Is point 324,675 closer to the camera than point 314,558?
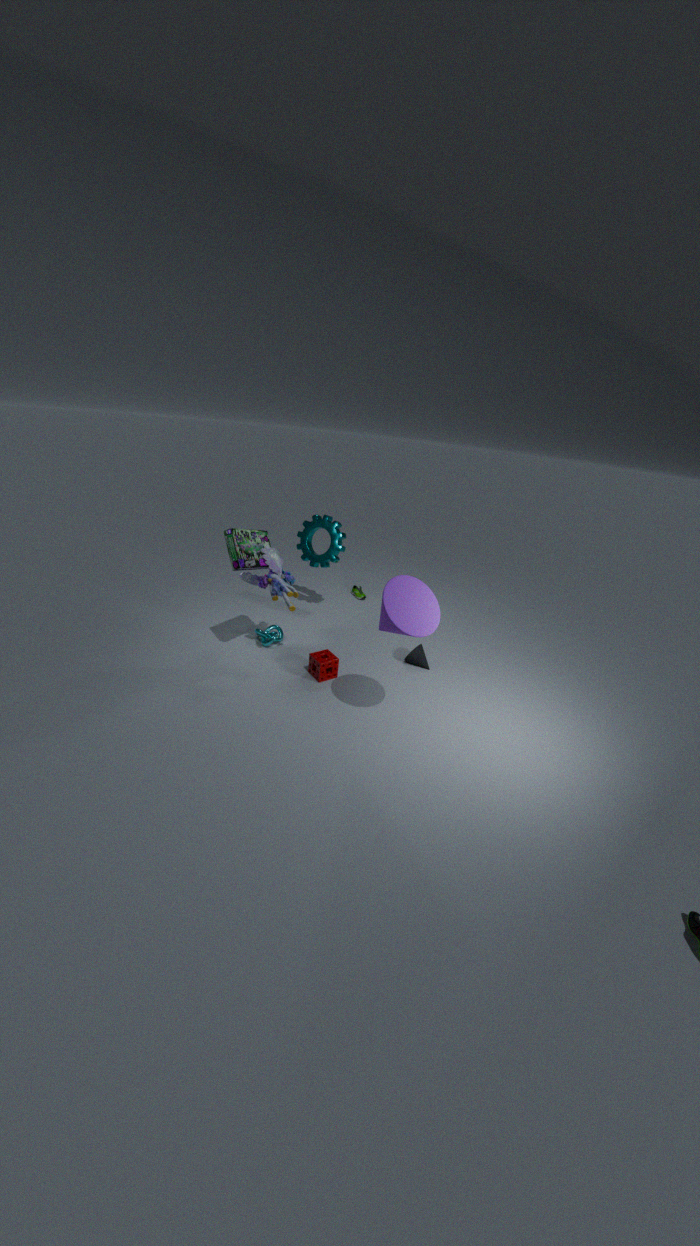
Yes
